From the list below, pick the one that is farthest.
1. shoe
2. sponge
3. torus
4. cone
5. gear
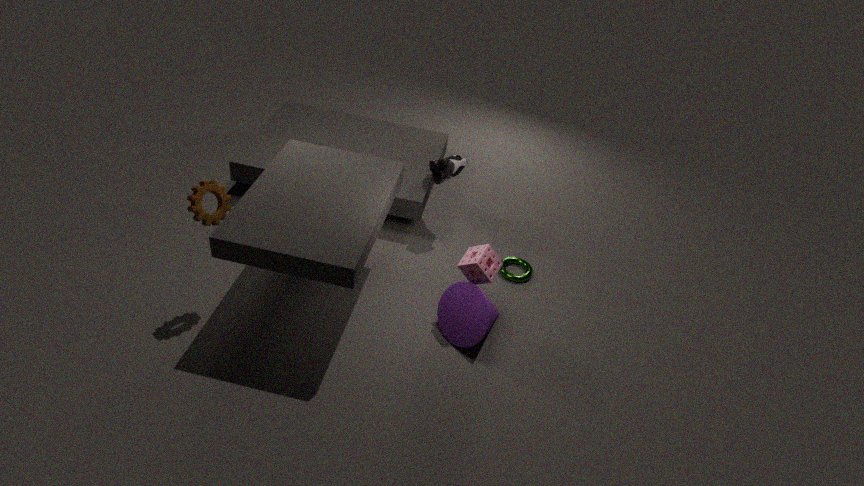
torus
